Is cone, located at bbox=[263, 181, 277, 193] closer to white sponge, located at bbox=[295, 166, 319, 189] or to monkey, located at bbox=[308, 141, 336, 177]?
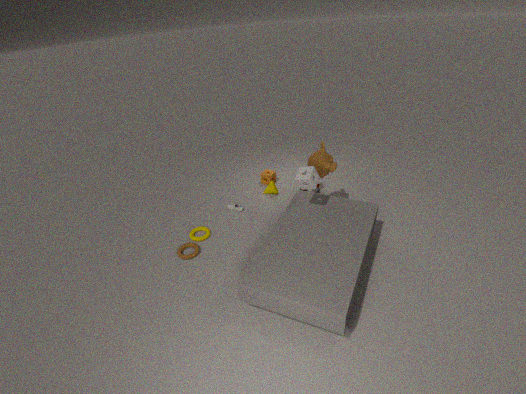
monkey, located at bbox=[308, 141, 336, 177]
